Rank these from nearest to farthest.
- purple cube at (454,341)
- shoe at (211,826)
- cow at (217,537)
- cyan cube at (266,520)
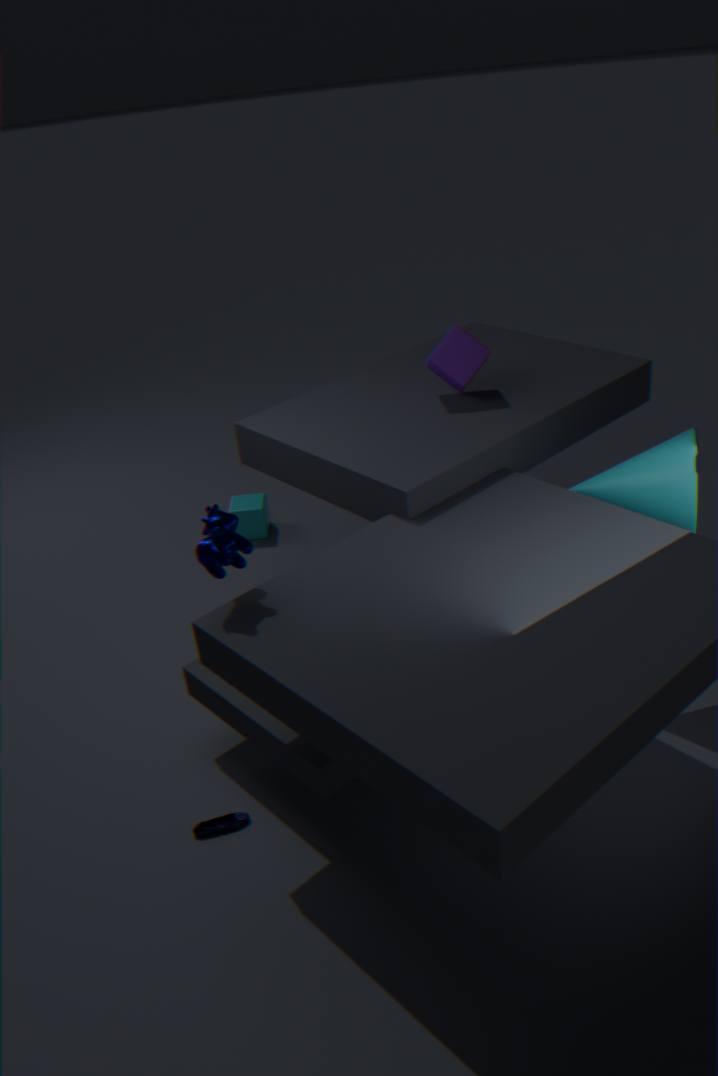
cow at (217,537) < shoe at (211,826) < purple cube at (454,341) < cyan cube at (266,520)
